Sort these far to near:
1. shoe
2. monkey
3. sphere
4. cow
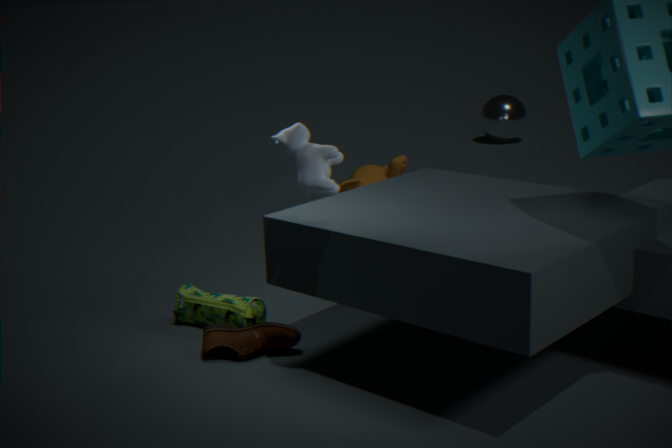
sphere < monkey < shoe < cow
